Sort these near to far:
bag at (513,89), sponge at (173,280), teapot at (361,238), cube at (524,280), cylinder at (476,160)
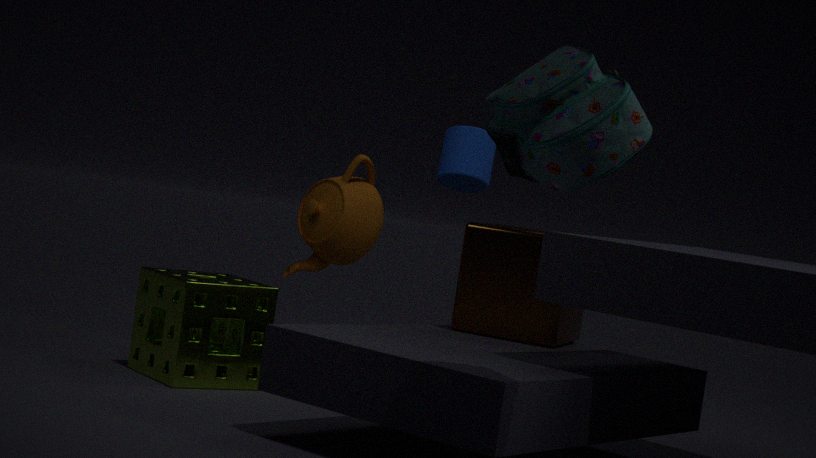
bag at (513,89)
cube at (524,280)
sponge at (173,280)
cylinder at (476,160)
teapot at (361,238)
